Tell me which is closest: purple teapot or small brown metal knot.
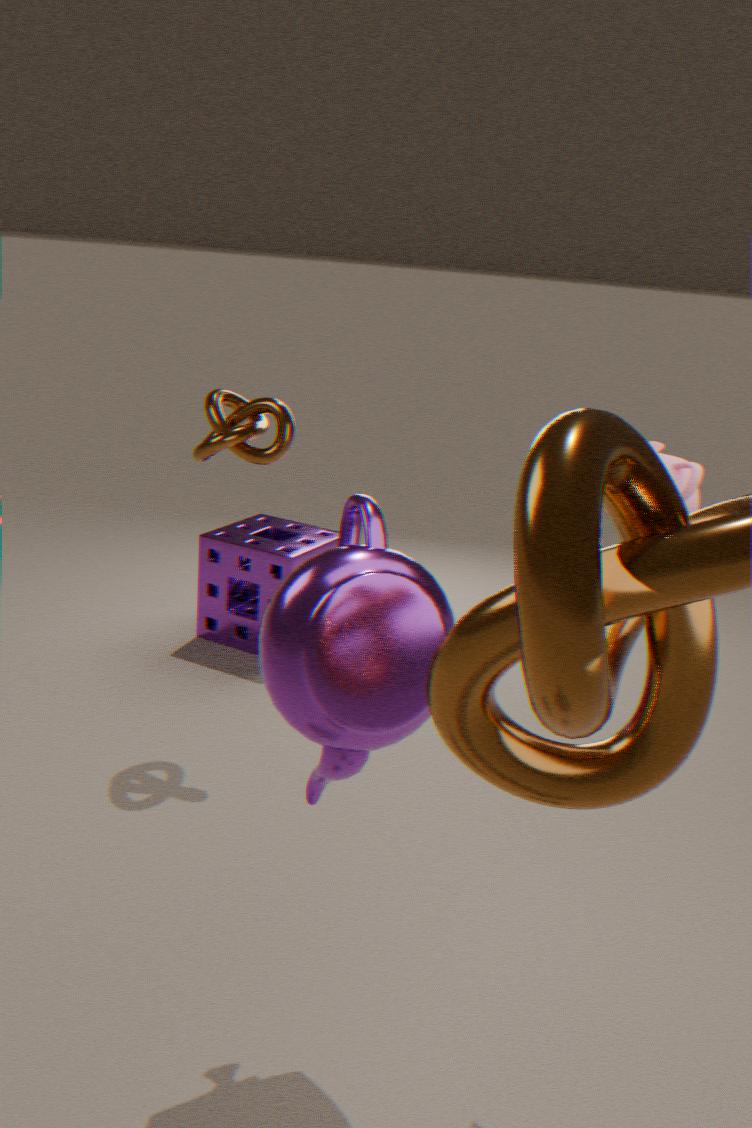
purple teapot
